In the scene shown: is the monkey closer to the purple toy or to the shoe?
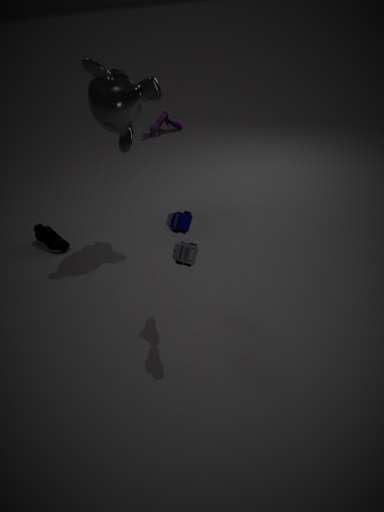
the shoe
